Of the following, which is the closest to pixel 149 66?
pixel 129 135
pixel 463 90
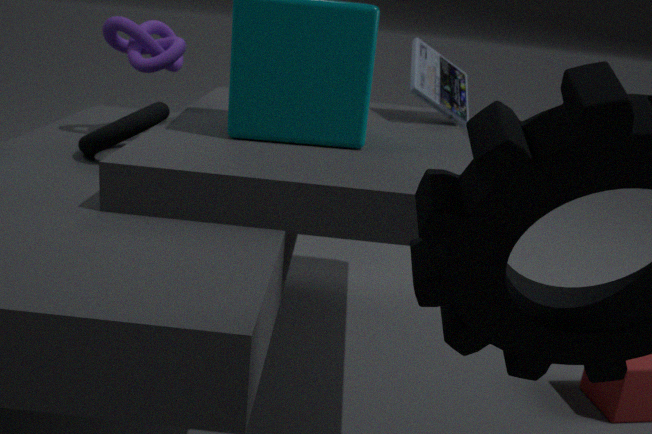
pixel 129 135
